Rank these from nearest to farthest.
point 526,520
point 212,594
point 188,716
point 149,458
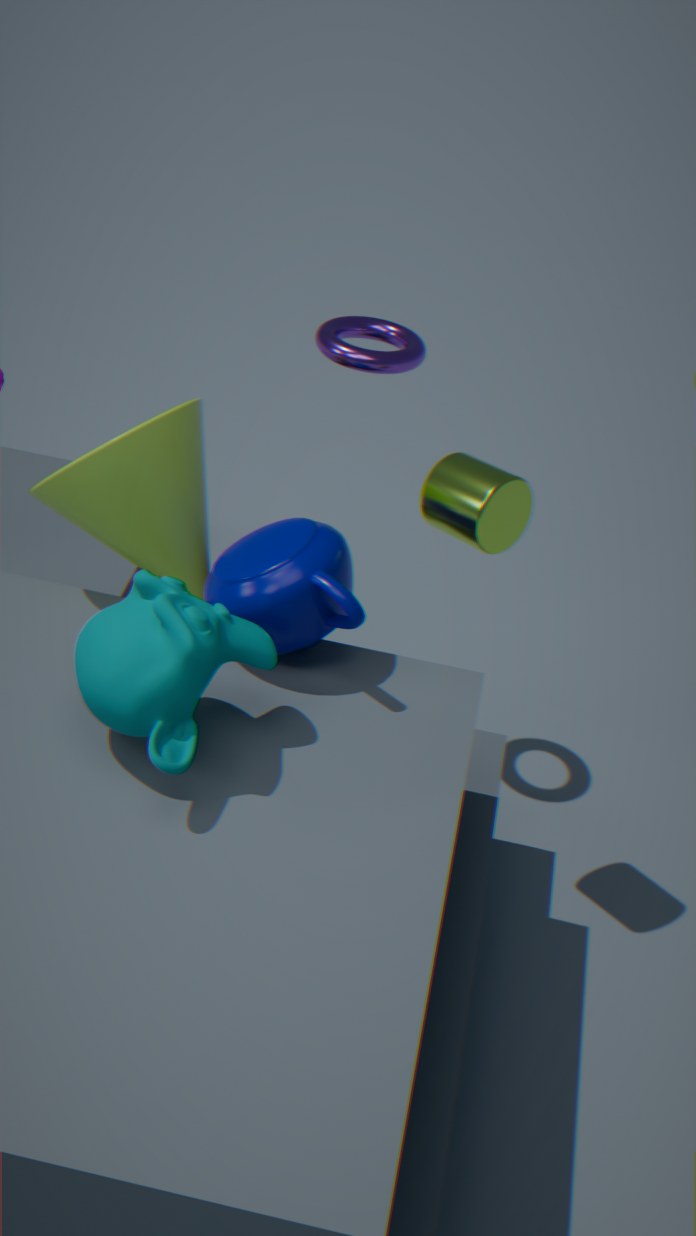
point 188,716 → point 149,458 → point 212,594 → point 526,520
